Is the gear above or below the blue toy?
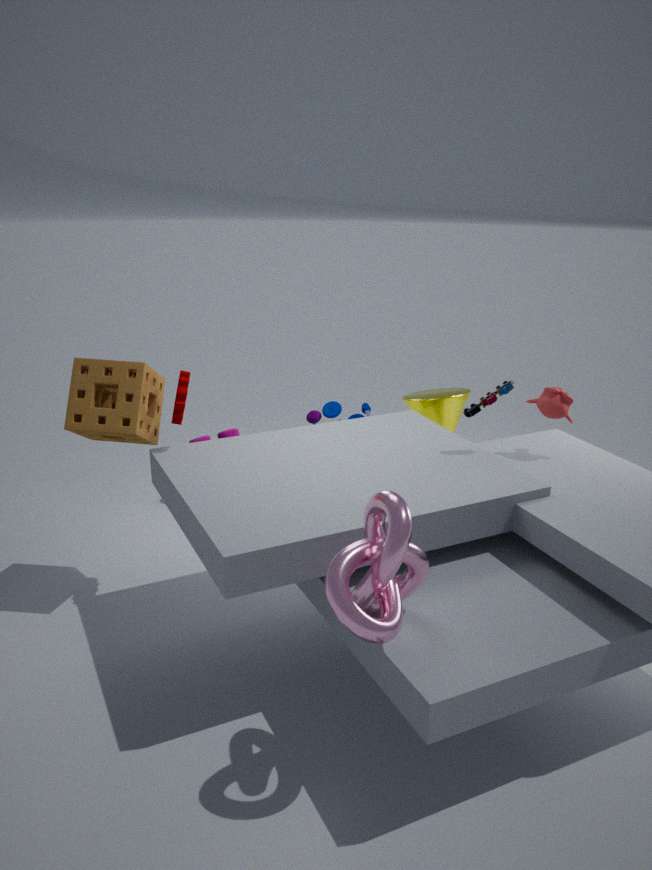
above
